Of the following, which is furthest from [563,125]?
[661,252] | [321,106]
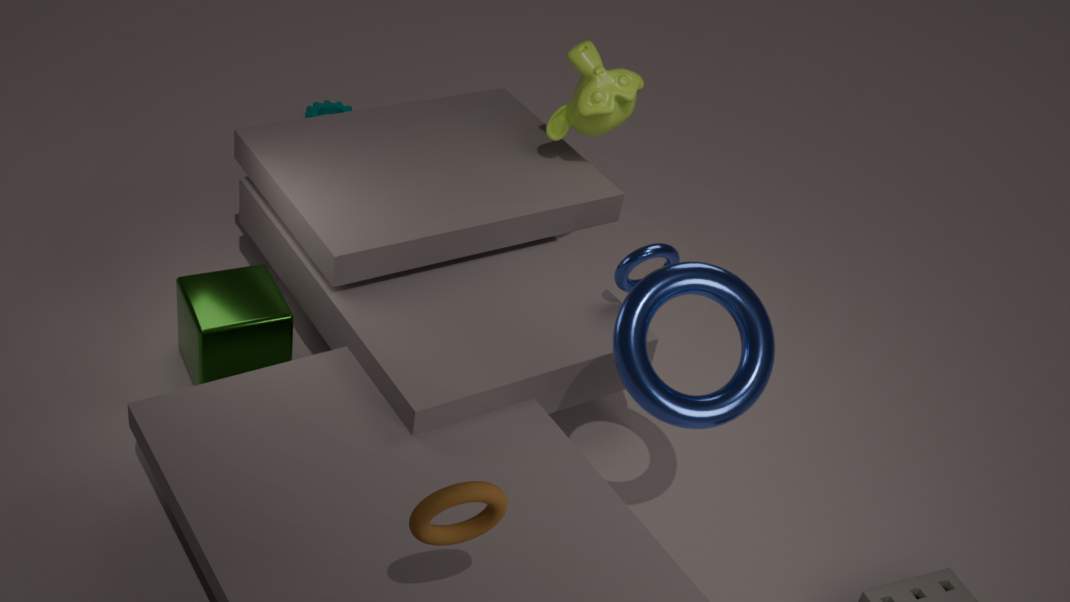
[321,106]
